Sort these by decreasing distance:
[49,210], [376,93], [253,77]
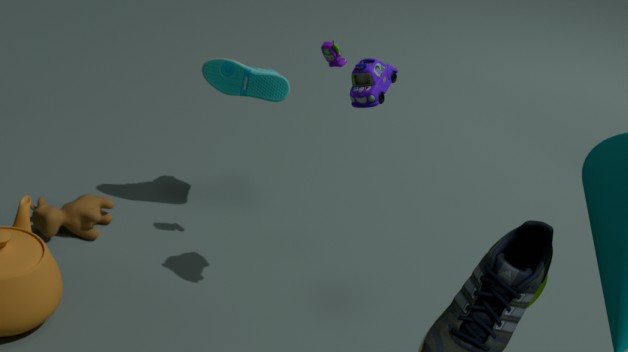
[253,77], [49,210], [376,93]
